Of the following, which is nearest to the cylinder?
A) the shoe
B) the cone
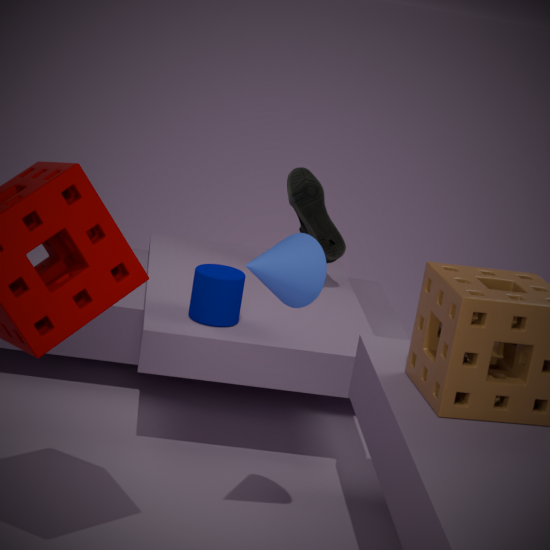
the shoe
